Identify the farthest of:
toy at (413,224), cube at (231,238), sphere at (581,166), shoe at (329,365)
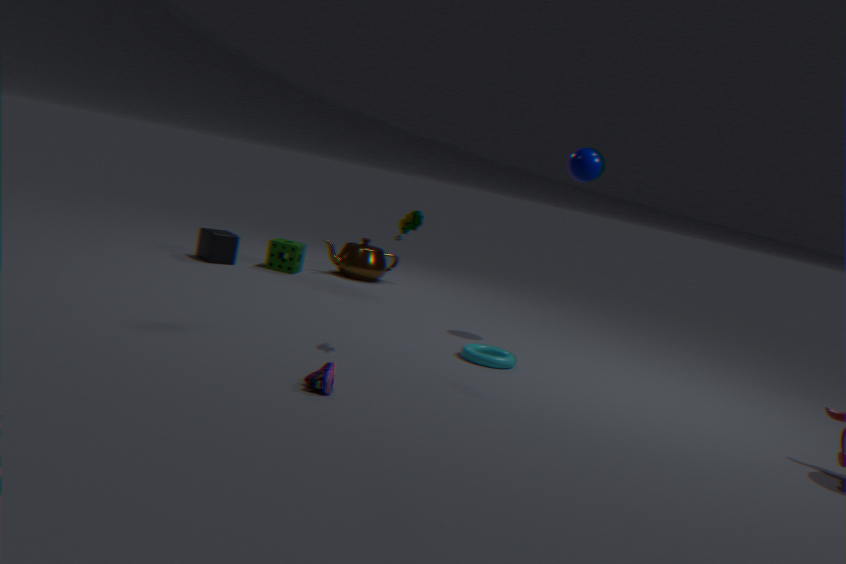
cube at (231,238)
